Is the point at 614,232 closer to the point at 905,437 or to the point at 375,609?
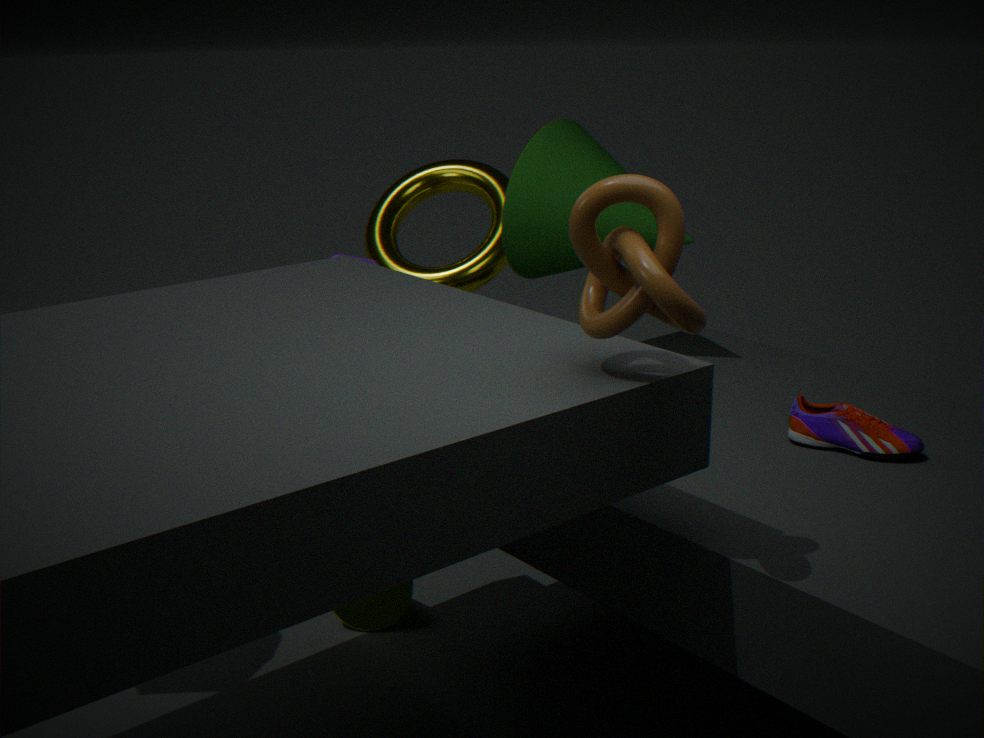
the point at 905,437
